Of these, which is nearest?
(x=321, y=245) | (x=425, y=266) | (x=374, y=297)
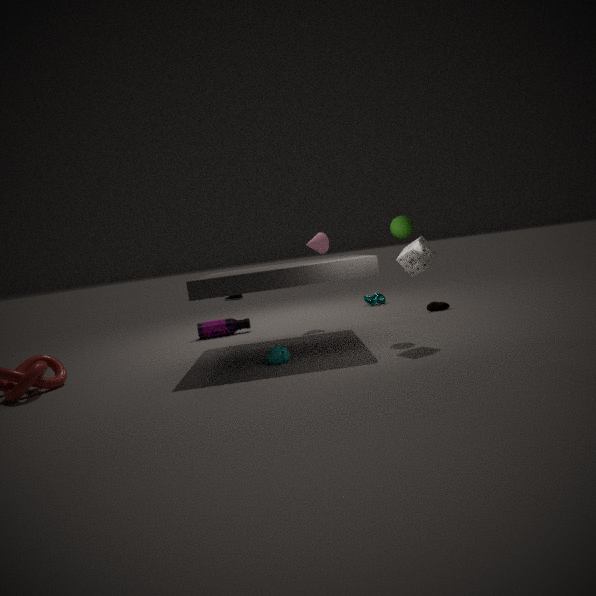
(x=425, y=266)
